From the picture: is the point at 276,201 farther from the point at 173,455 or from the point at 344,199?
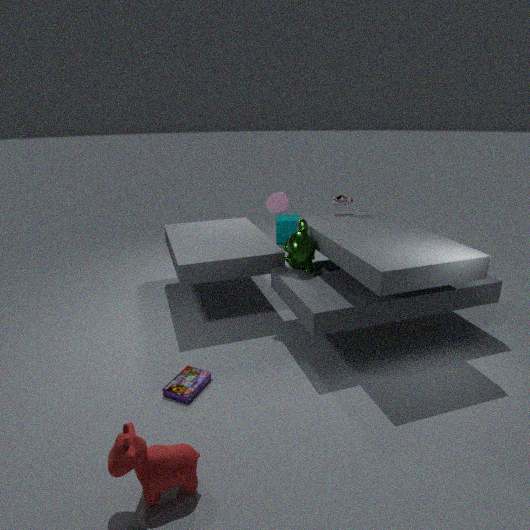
the point at 173,455
